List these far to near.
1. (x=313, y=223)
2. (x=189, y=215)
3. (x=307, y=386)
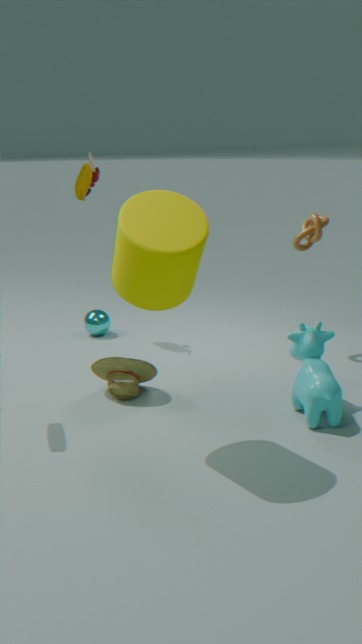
(x=313, y=223) < (x=307, y=386) < (x=189, y=215)
